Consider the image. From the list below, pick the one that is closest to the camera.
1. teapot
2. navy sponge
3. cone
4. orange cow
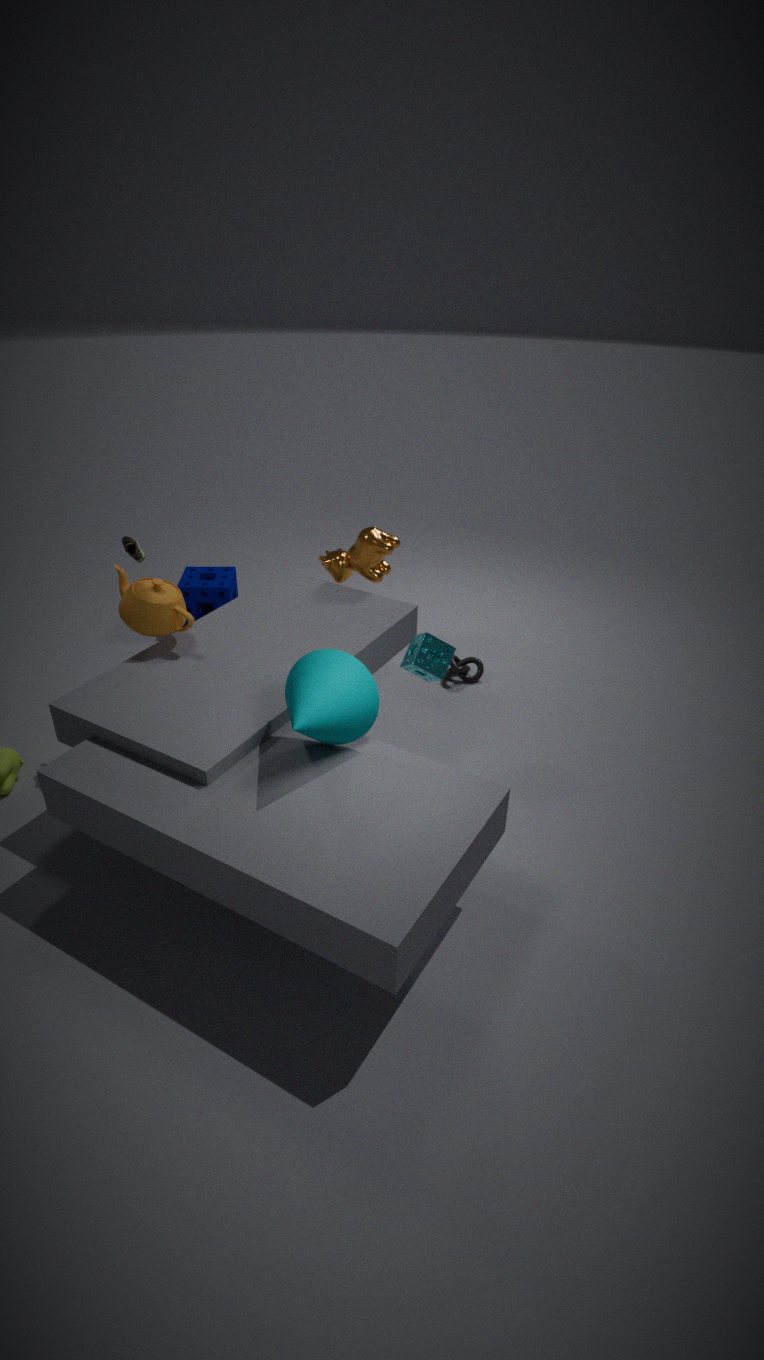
cone
